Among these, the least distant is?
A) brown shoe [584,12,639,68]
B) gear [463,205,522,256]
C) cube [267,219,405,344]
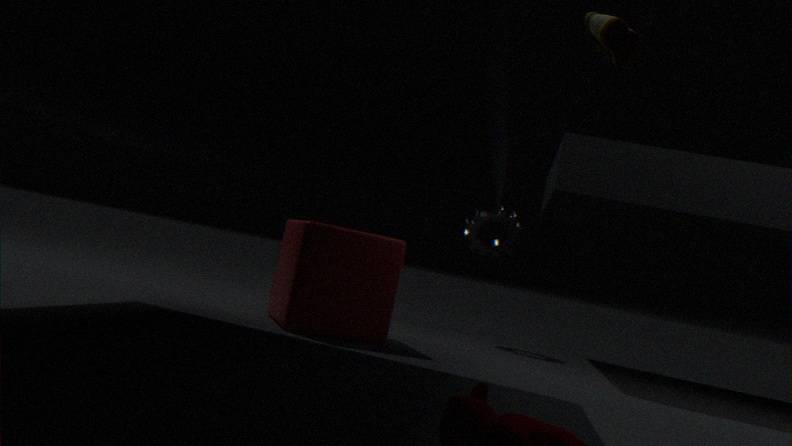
brown shoe [584,12,639,68]
